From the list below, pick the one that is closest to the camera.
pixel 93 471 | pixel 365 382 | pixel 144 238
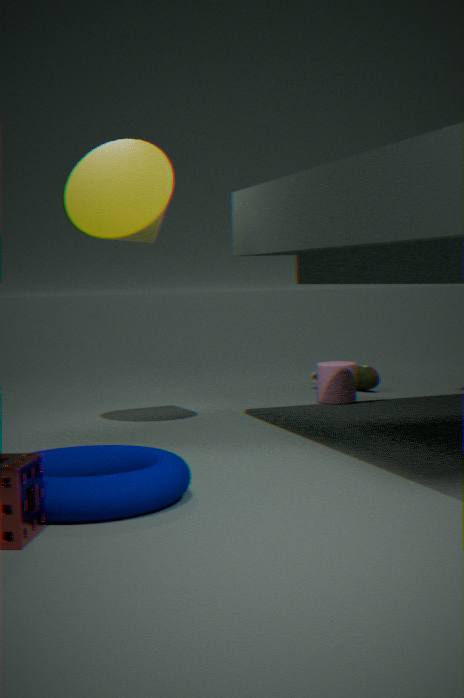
pixel 93 471
